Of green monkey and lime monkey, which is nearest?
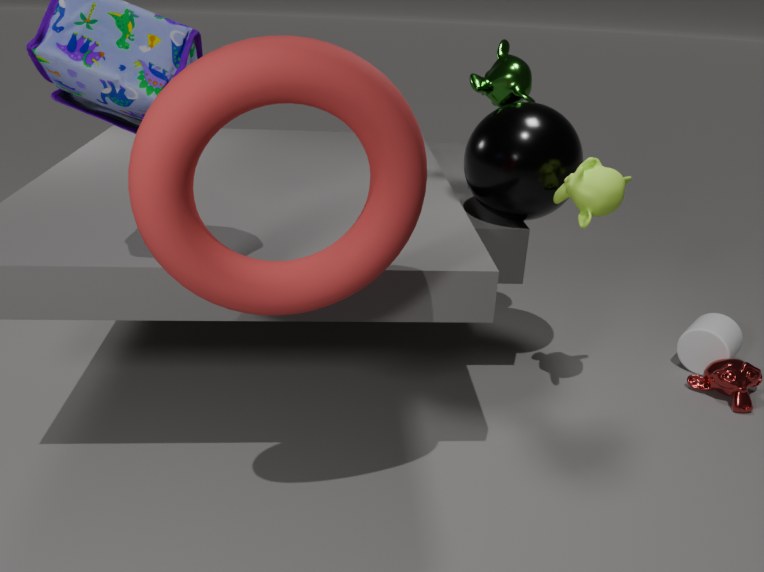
lime monkey
